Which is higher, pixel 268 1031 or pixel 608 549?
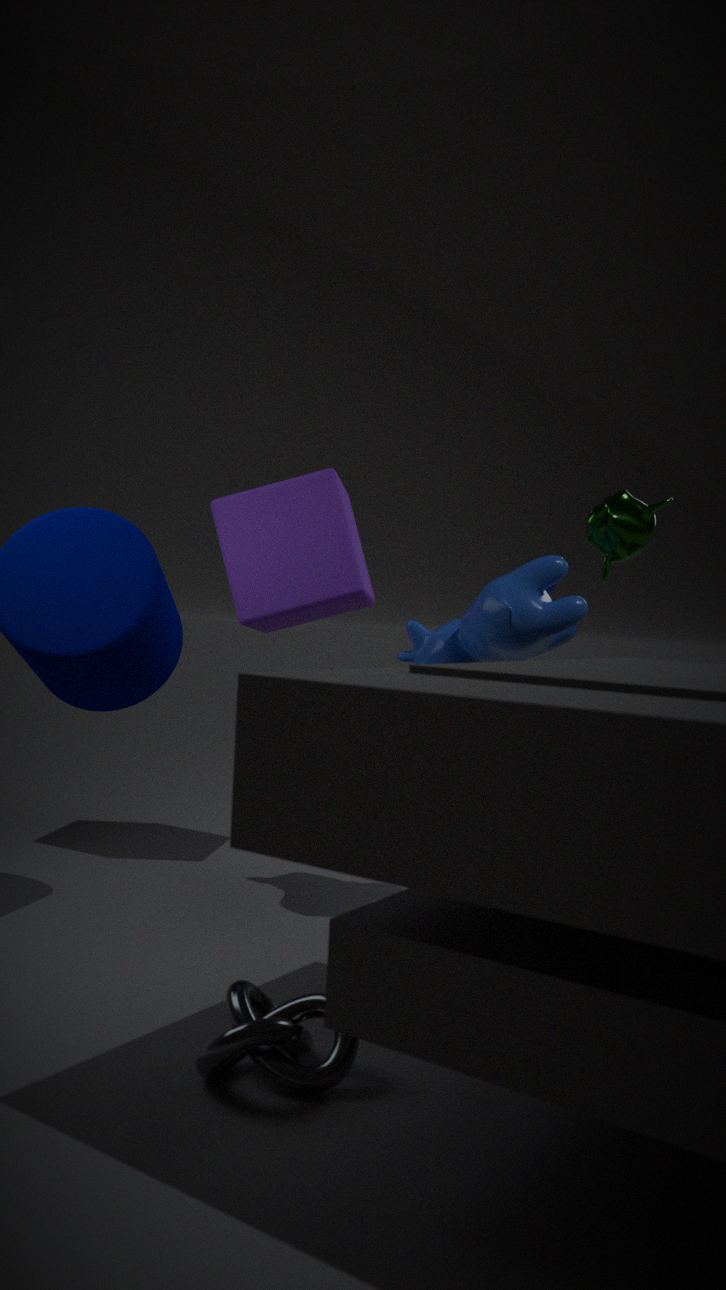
pixel 608 549
